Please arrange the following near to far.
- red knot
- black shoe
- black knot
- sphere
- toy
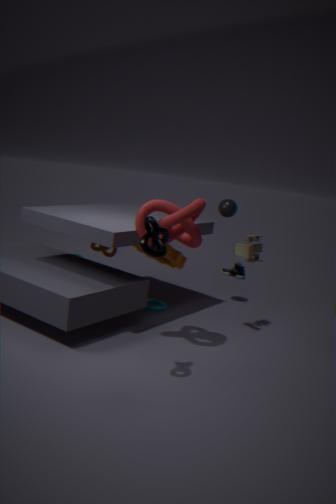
black knot → red knot → toy → sphere → black shoe
